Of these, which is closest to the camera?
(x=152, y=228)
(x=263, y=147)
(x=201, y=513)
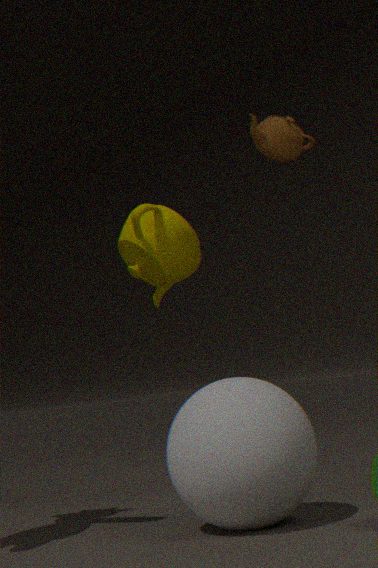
(x=201, y=513)
